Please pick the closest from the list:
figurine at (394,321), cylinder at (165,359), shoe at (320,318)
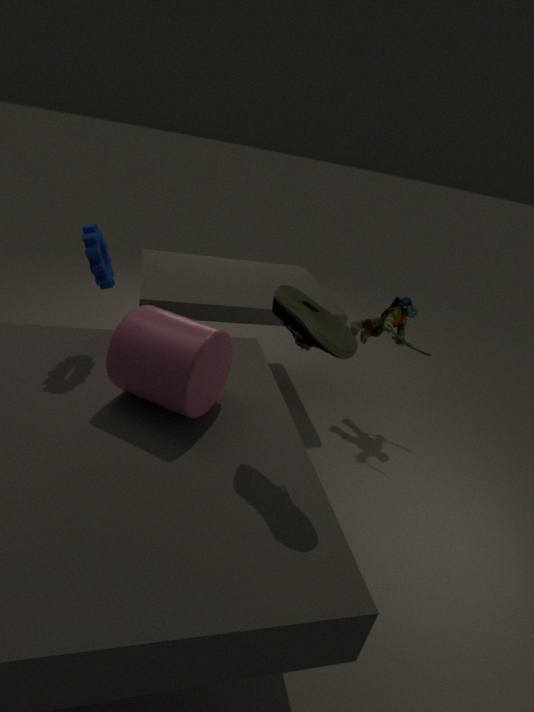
shoe at (320,318)
